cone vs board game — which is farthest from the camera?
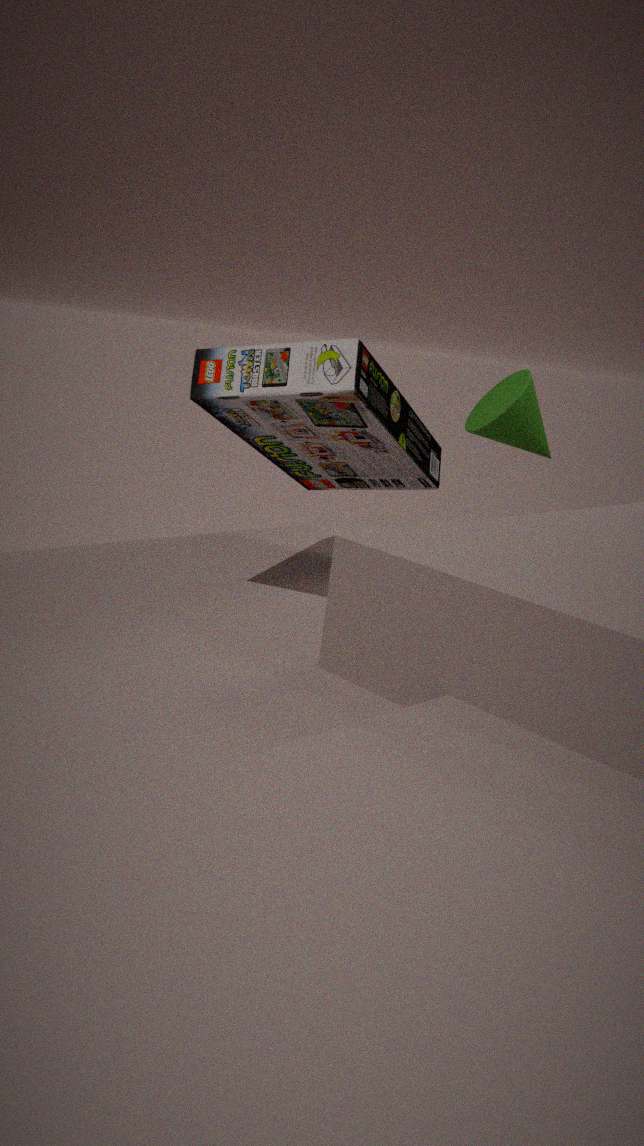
cone
